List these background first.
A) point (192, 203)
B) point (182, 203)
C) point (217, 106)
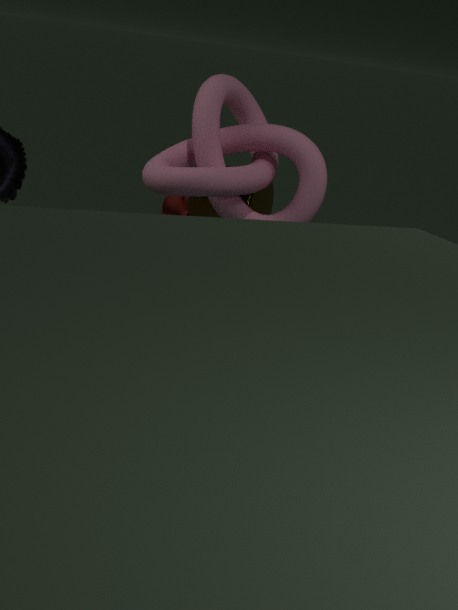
point (182, 203)
point (192, 203)
point (217, 106)
